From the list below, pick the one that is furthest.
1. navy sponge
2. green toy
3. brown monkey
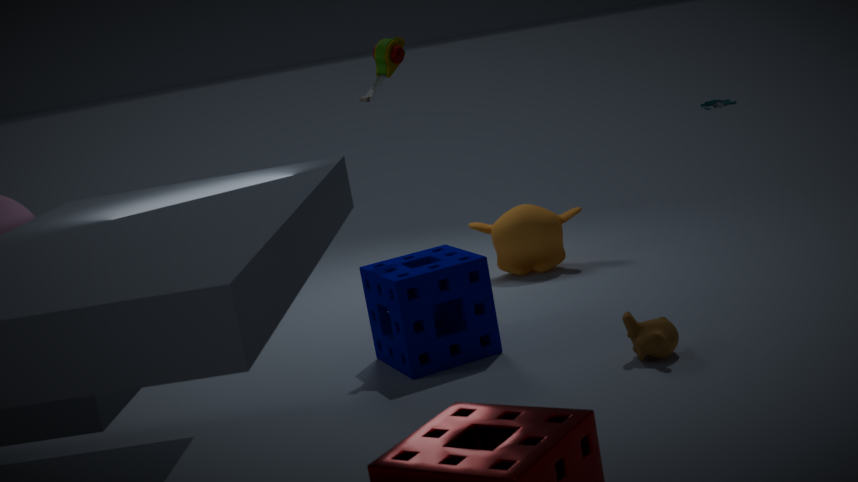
green toy
